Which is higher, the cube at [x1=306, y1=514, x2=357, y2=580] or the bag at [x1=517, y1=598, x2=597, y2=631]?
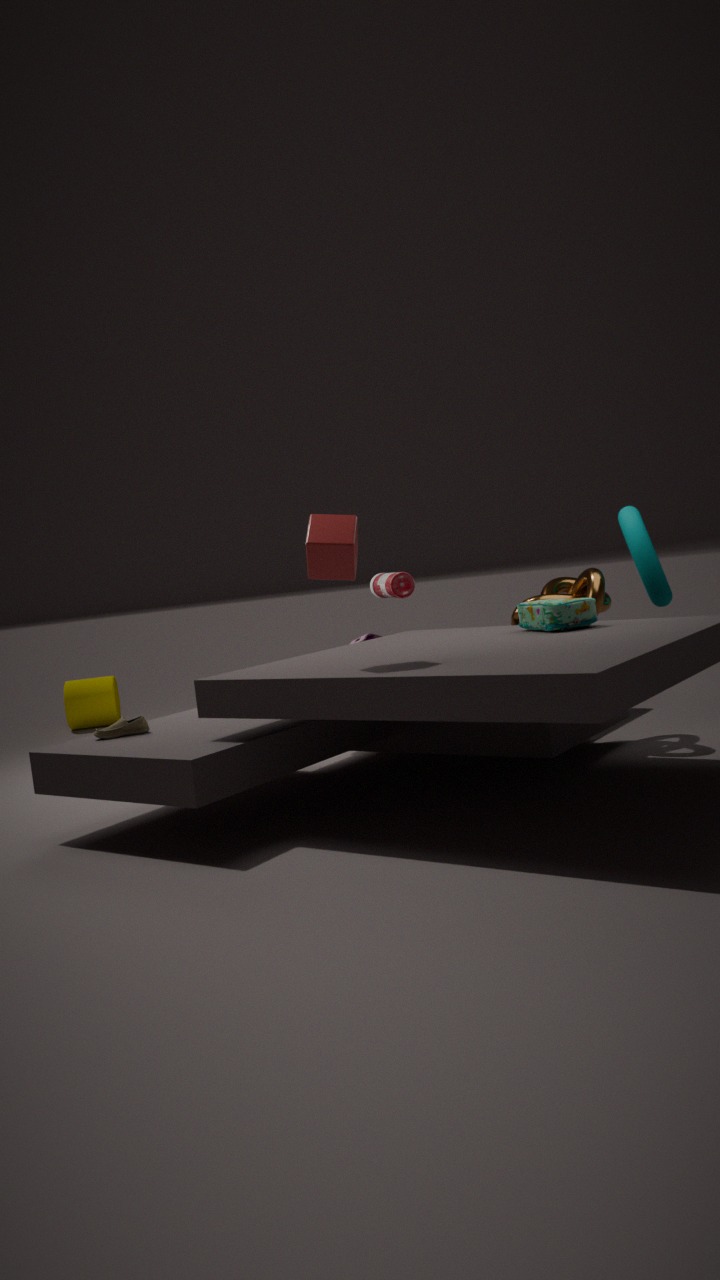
the cube at [x1=306, y1=514, x2=357, y2=580]
